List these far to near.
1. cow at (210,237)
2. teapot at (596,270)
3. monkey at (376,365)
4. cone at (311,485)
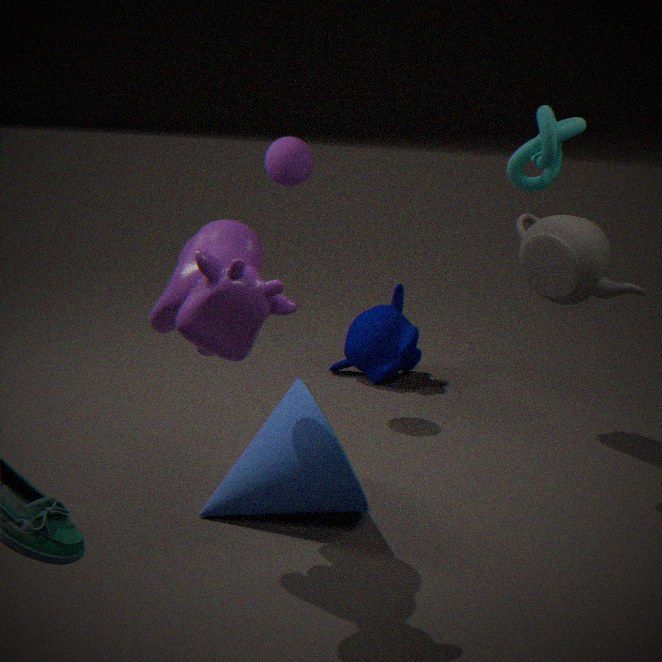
monkey at (376,365) < teapot at (596,270) < cone at (311,485) < cow at (210,237)
